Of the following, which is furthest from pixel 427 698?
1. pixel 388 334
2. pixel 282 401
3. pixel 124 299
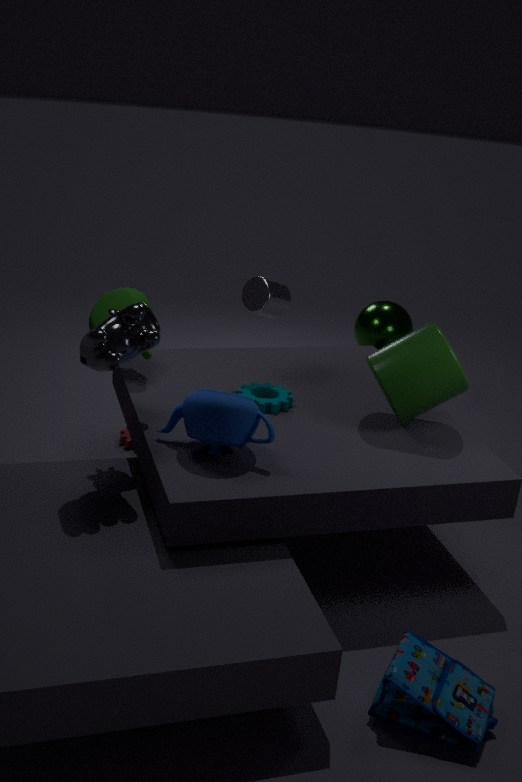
pixel 388 334
